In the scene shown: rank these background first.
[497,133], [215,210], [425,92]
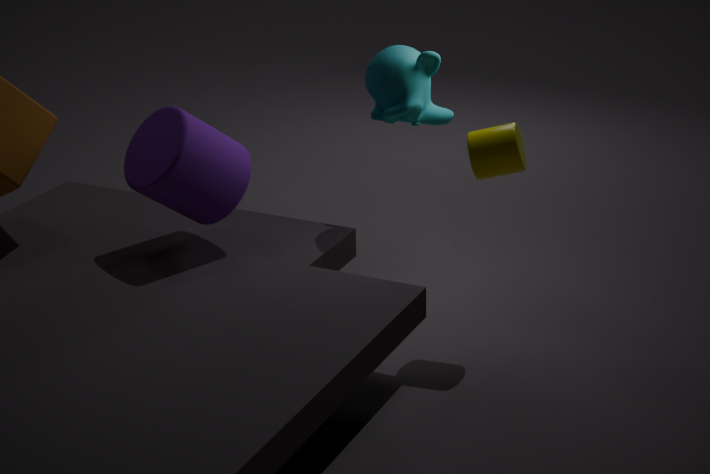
[425,92] → [215,210] → [497,133]
